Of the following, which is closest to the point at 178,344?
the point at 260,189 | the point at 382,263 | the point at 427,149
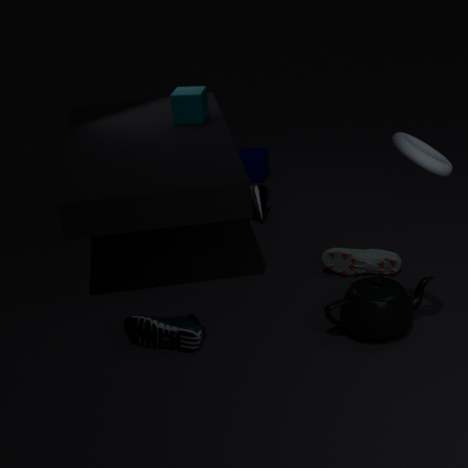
the point at 382,263
